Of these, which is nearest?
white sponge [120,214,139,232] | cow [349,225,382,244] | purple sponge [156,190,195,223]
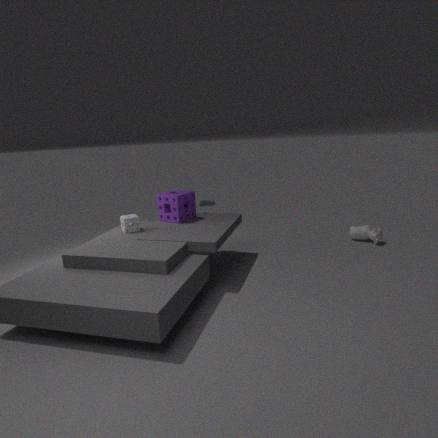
white sponge [120,214,139,232]
